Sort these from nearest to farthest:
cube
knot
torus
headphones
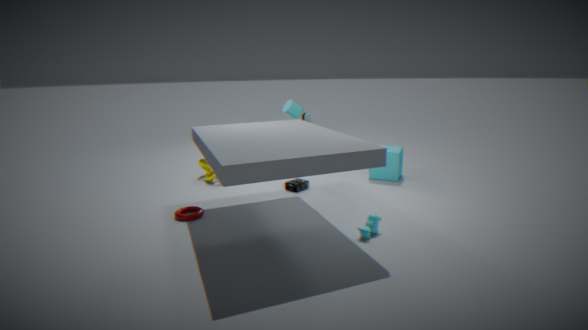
torus → headphones → cube → knot
